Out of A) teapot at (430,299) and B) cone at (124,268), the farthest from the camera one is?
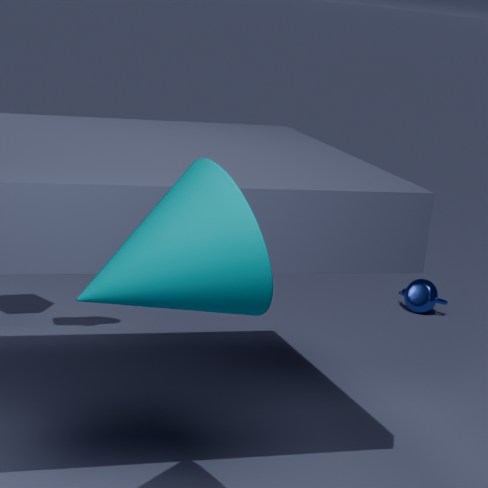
A. teapot at (430,299)
